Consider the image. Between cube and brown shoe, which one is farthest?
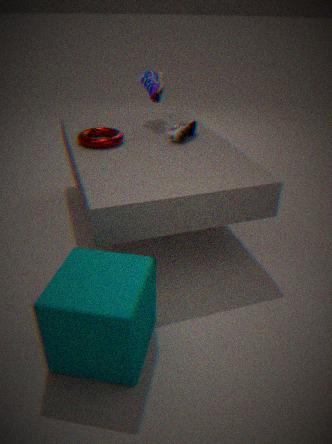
brown shoe
